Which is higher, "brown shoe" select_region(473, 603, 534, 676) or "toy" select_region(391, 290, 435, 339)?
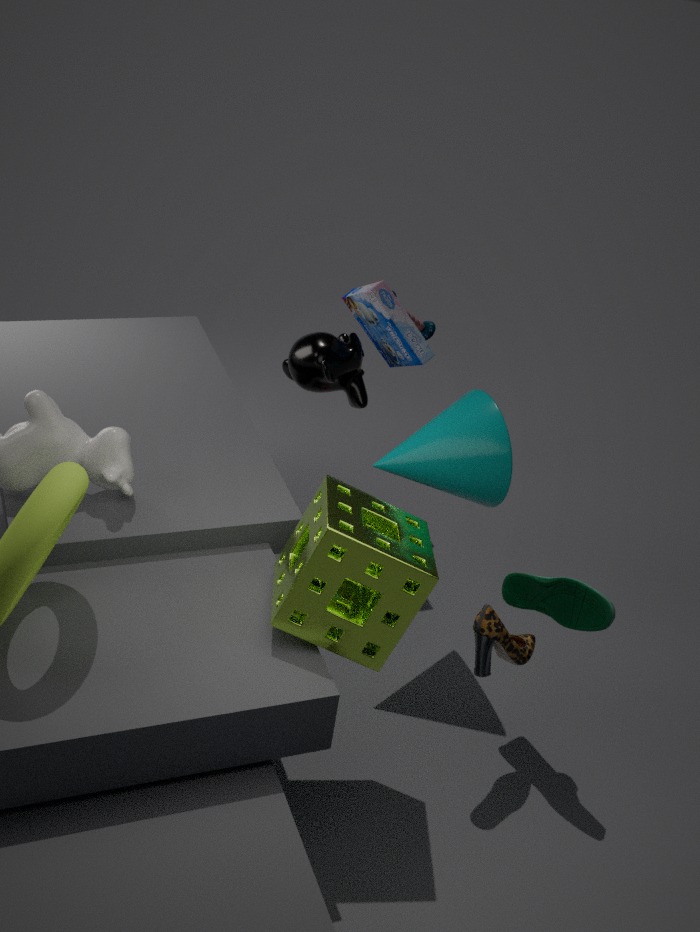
"toy" select_region(391, 290, 435, 339)
